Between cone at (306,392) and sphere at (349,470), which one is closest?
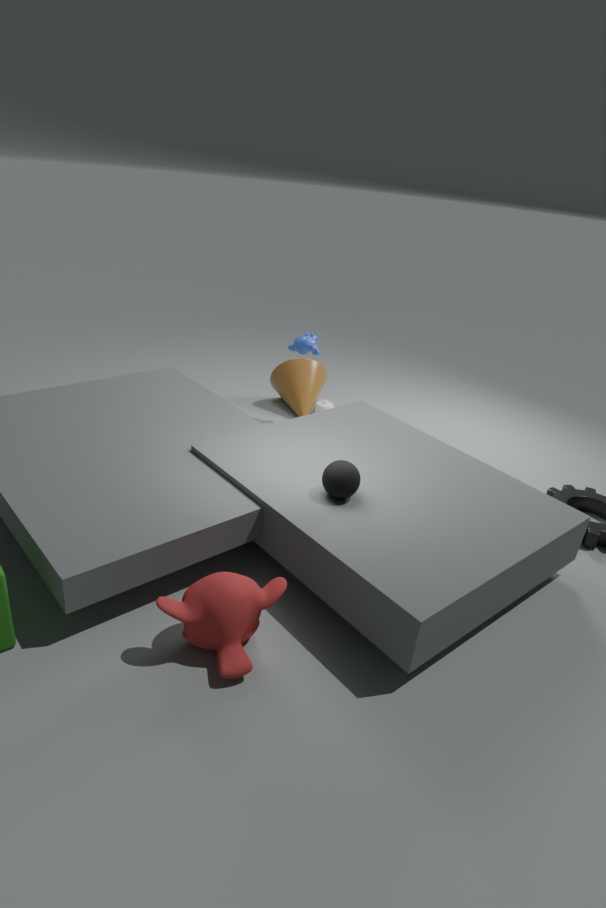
sphere at (349,470)
